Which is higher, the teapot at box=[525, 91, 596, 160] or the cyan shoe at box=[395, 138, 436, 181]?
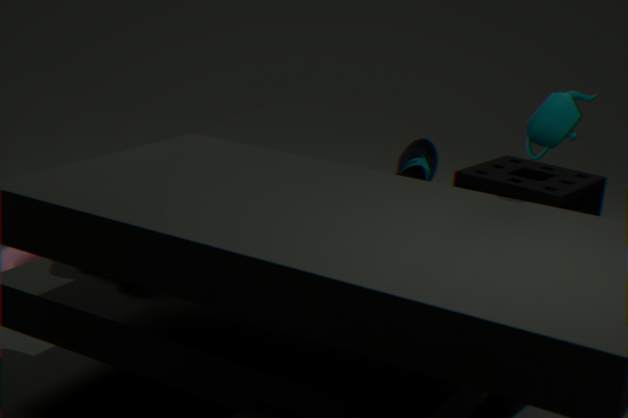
the teapot at box=[525, 91, 596, 160]
